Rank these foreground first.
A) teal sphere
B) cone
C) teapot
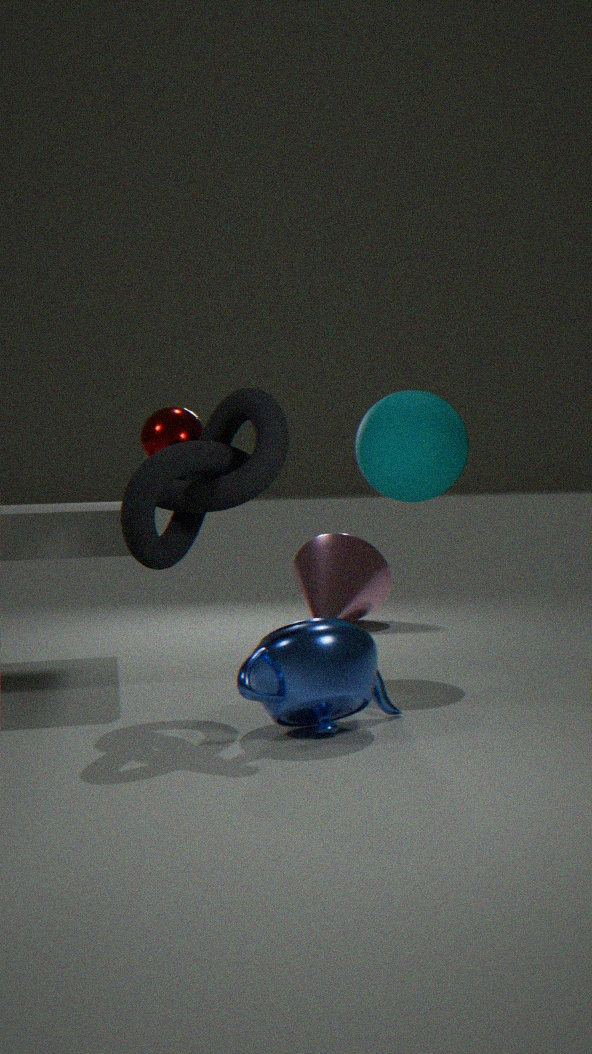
teapot → teal sphere → cone
